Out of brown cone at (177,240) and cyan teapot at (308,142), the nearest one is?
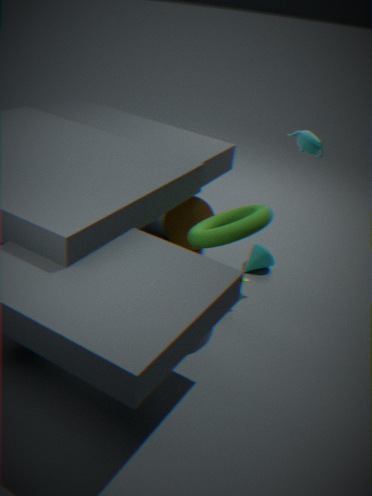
cyan teapot at (308,142)
